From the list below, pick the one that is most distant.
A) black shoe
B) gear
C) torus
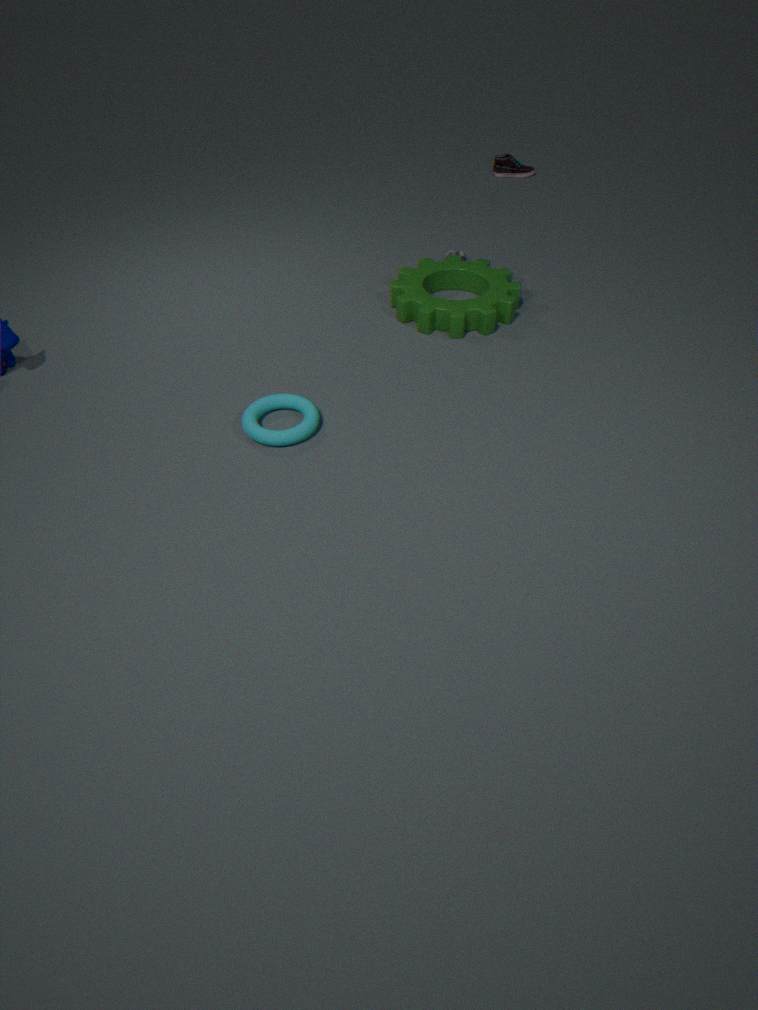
black shoe
